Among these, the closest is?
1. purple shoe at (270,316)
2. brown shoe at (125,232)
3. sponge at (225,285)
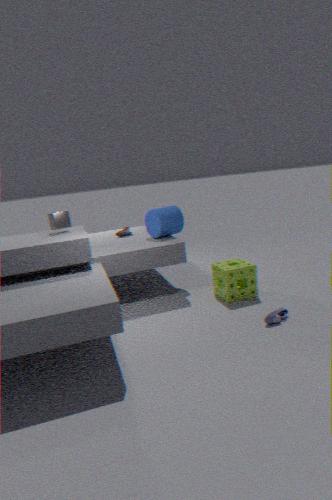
purple shoe at (270,316)
